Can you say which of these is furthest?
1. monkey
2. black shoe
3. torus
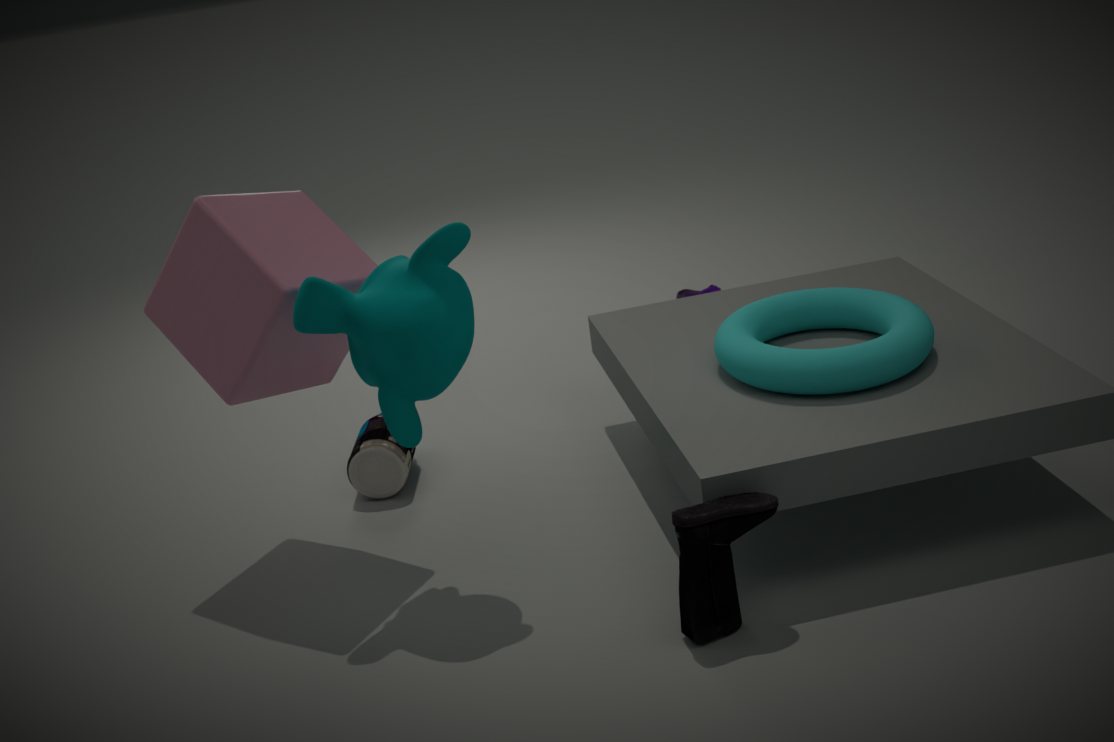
torus
